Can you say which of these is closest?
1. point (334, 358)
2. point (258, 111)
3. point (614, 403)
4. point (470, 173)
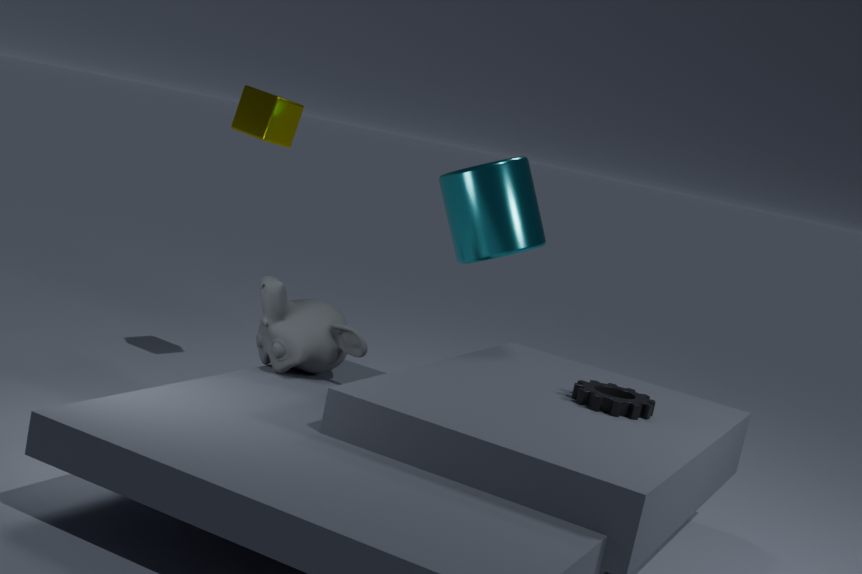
point (614, 403)
